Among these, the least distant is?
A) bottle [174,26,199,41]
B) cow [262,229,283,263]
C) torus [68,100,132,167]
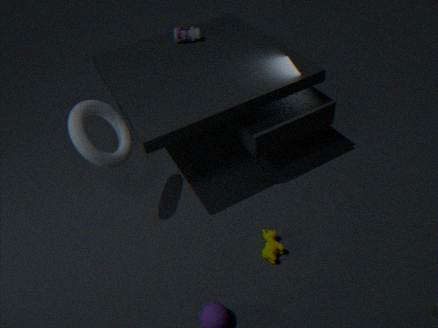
torus [68,100,132,167]
